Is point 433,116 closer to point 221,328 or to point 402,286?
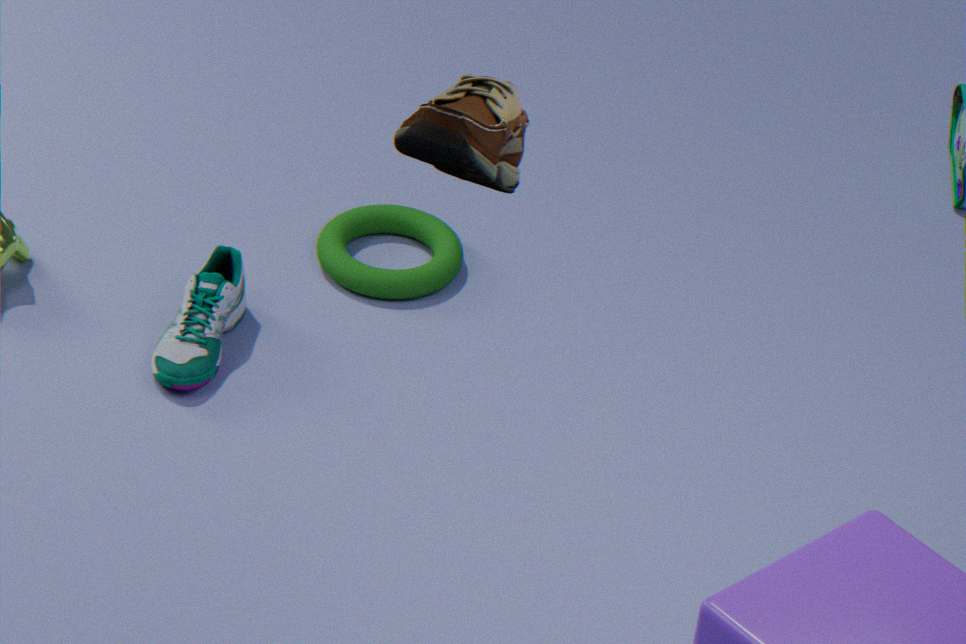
point 221,328
